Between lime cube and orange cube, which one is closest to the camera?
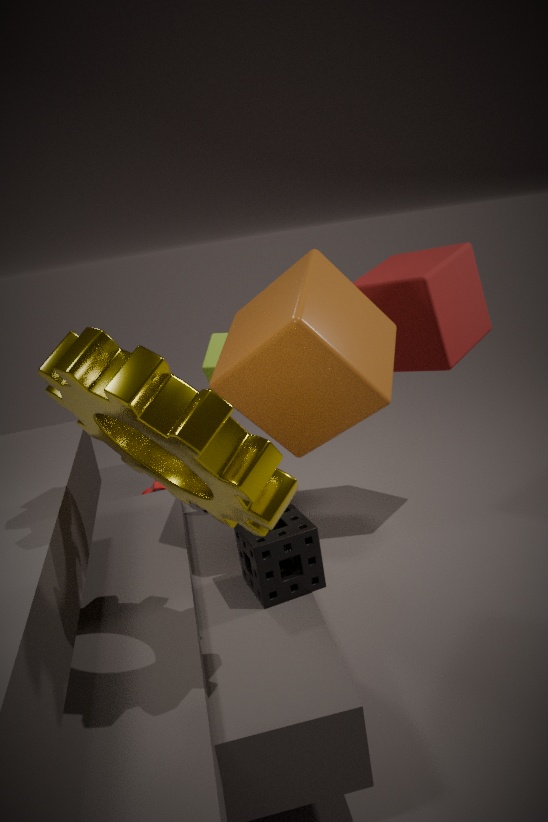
orange cube
